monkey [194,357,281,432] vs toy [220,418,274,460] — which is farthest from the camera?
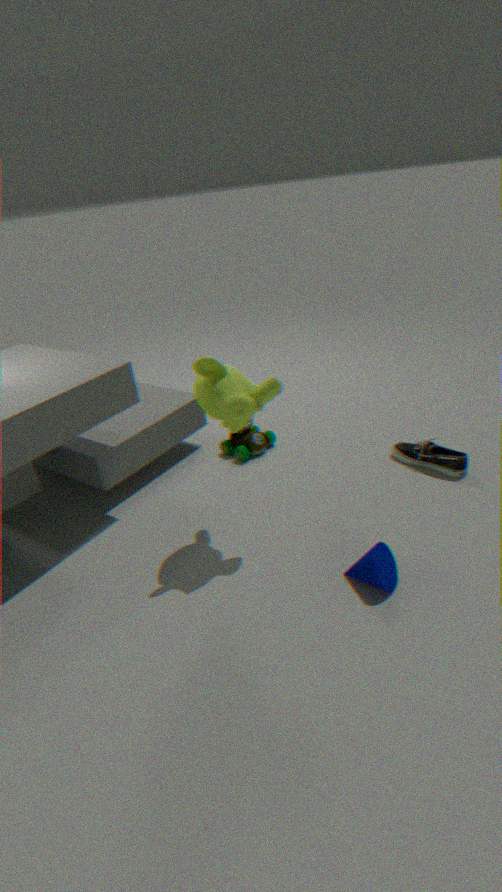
toy [220,418,274,460]
